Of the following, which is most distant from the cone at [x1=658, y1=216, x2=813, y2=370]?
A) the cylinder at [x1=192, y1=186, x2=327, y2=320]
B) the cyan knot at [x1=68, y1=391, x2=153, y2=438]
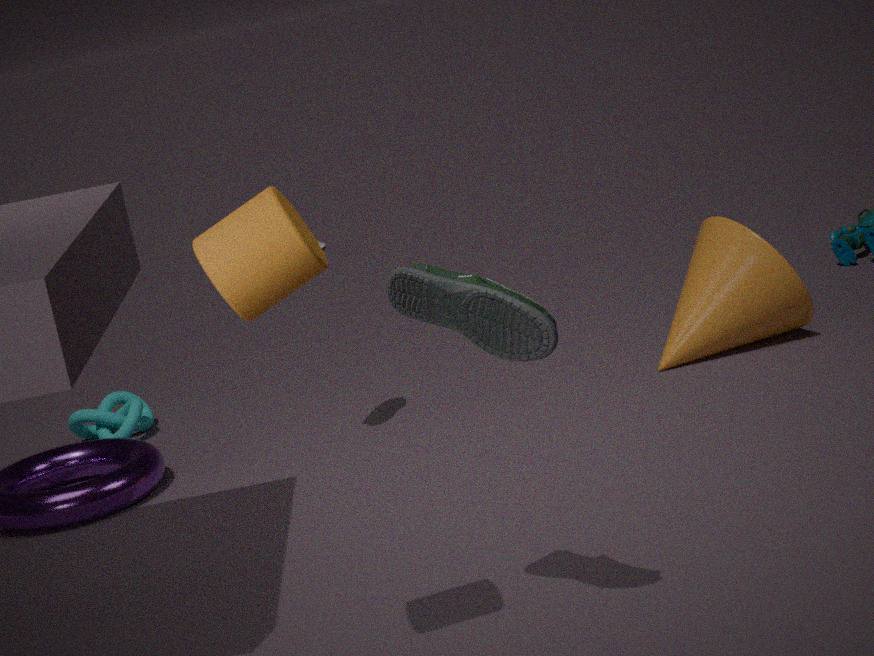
the cylinder at [x1=192, y1=186, x2=327, y2=320]
